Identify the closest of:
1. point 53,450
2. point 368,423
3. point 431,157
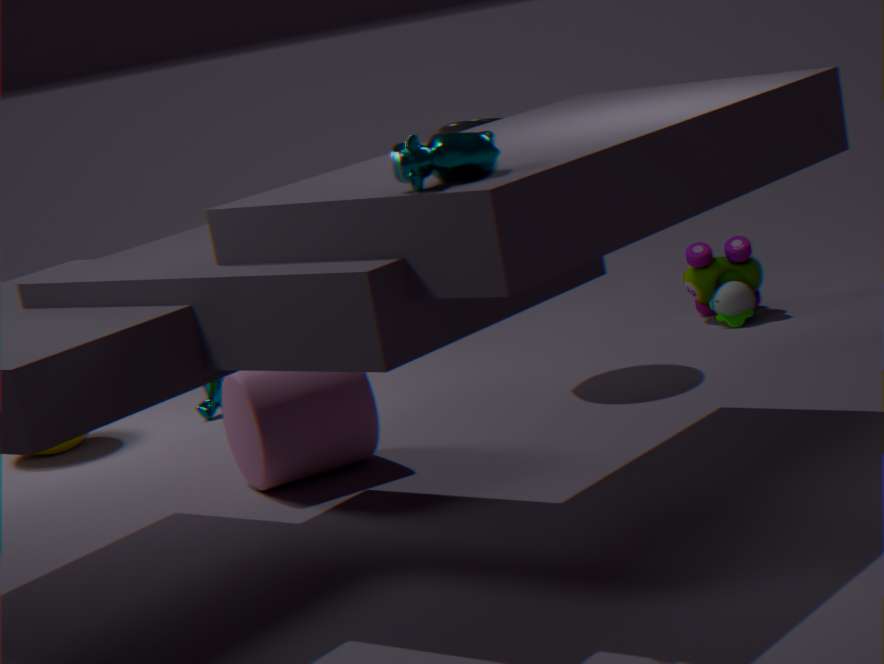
point 431,157
